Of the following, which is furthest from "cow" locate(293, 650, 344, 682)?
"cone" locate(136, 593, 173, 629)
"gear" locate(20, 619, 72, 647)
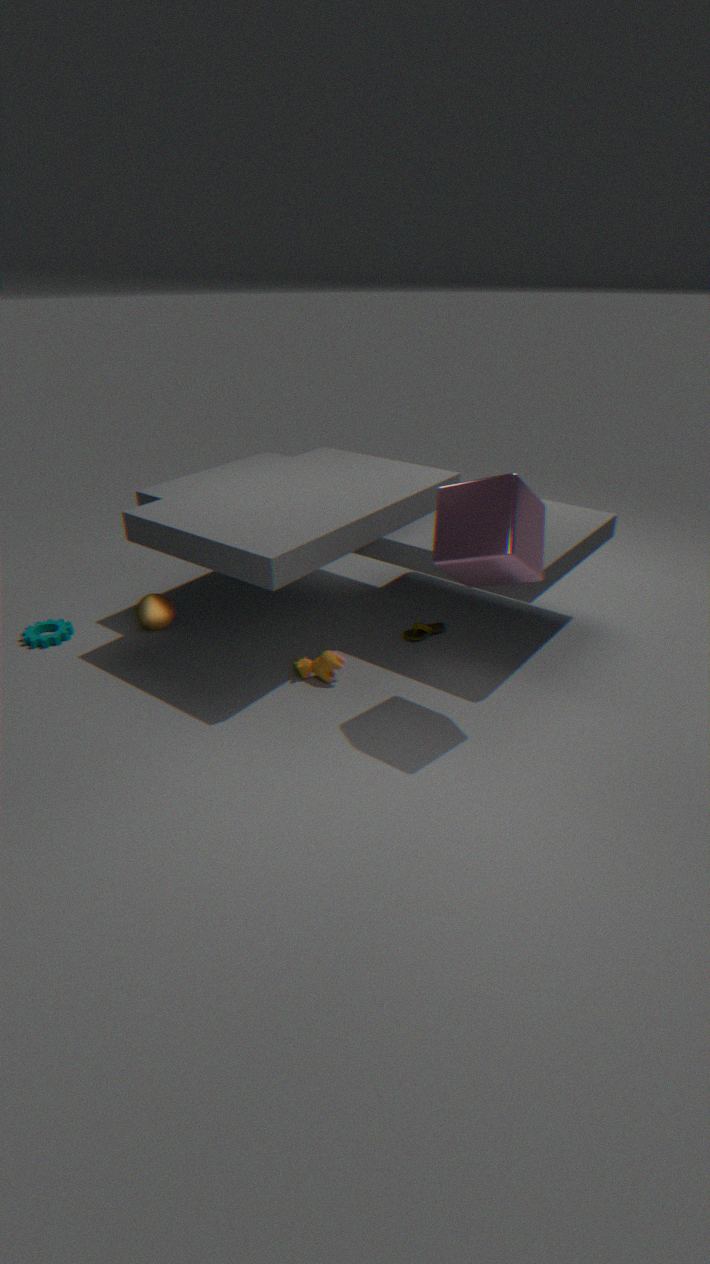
"gear" locate(20, 619, 72, 647)
